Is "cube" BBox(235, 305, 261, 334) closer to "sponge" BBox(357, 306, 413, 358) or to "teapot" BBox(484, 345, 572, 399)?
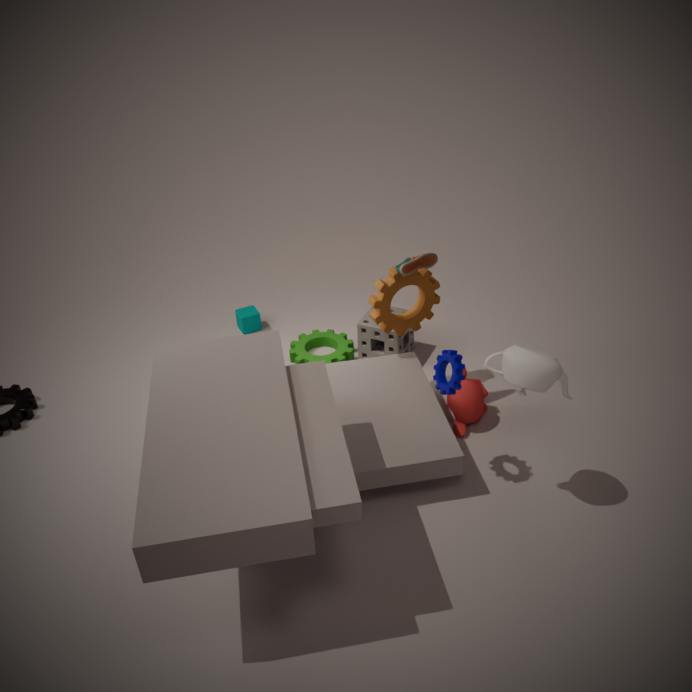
"sponge" BBox(357, 306, 413, 358)
